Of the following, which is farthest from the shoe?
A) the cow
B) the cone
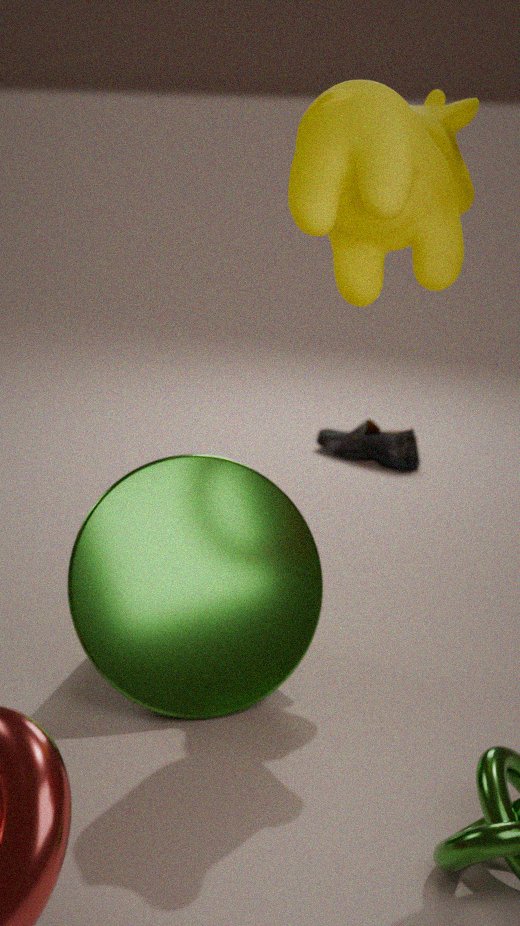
the cow
